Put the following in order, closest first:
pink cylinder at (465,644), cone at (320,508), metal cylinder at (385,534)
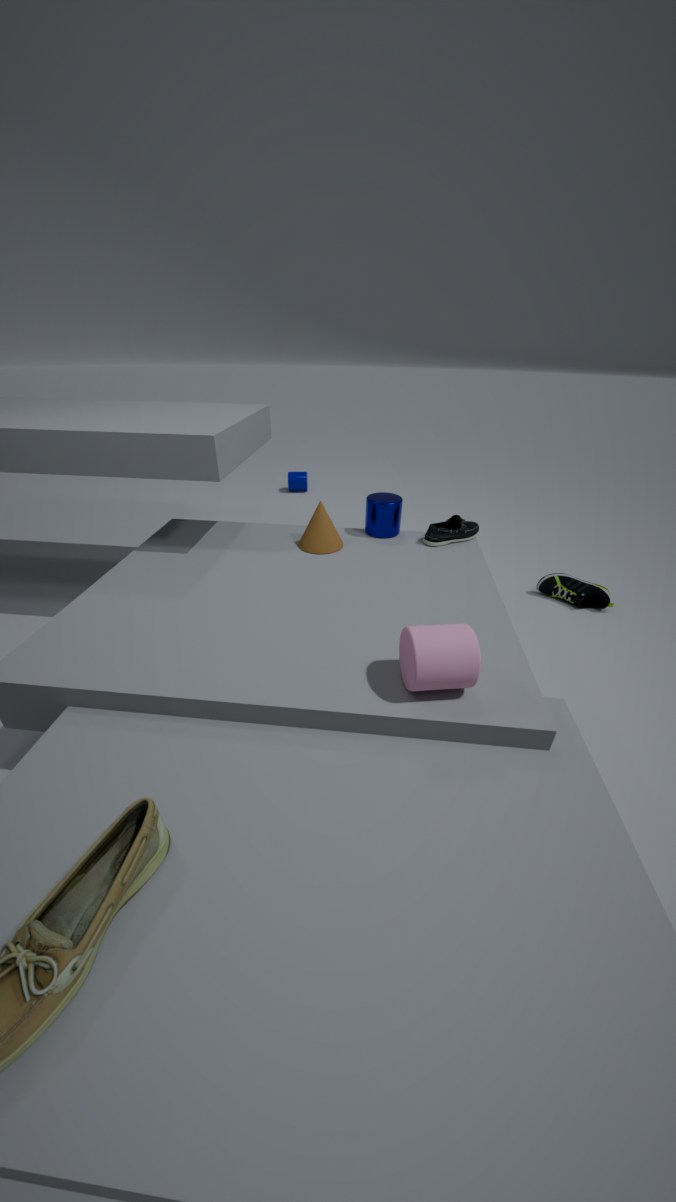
pink cylinder at (465,644) → cone at (320,508) → metal cylinder at (385,534)
